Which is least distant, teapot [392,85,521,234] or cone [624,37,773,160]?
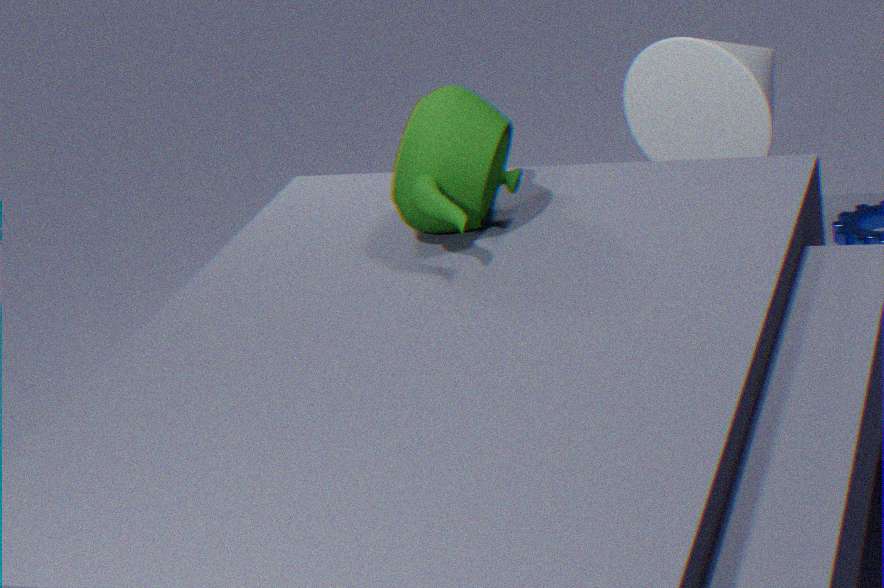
teapot [392,85,521,234]
